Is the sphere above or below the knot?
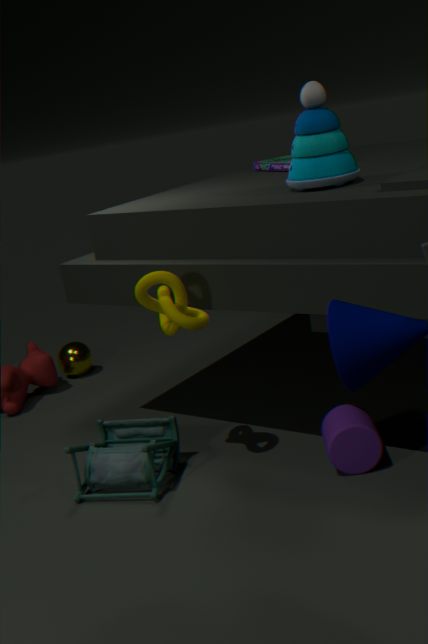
below
